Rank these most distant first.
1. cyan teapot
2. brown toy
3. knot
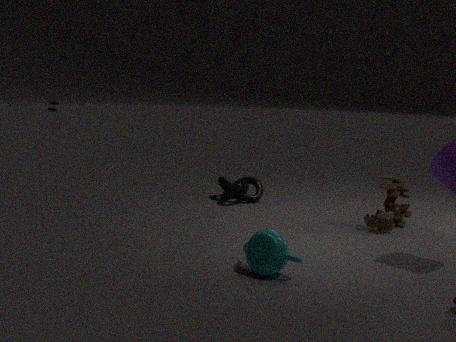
knot, brown toy, cyan teapot
